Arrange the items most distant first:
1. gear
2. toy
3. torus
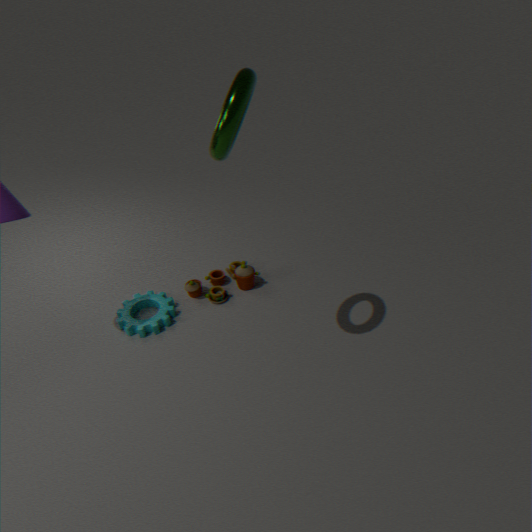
toy < gear < torus
